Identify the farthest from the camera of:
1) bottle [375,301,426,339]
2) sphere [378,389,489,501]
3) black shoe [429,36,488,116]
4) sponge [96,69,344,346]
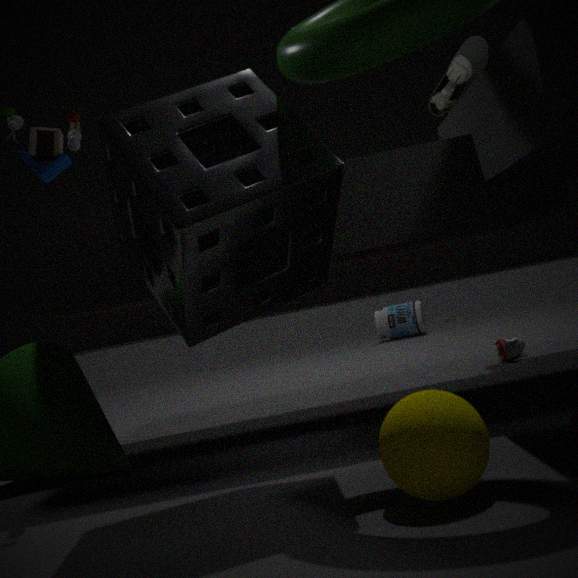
1. bottle [375,301,426,339]
